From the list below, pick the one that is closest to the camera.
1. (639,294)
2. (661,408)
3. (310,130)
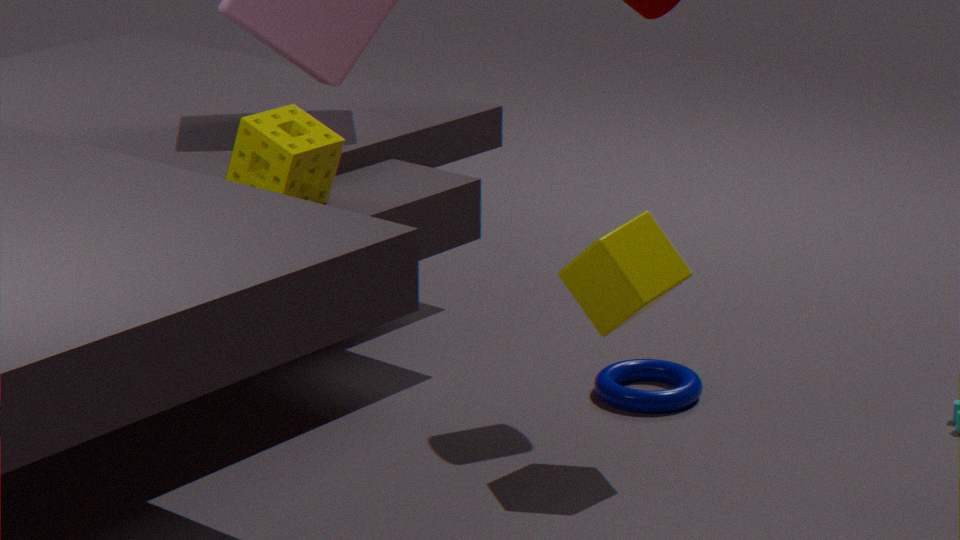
(639,294)
